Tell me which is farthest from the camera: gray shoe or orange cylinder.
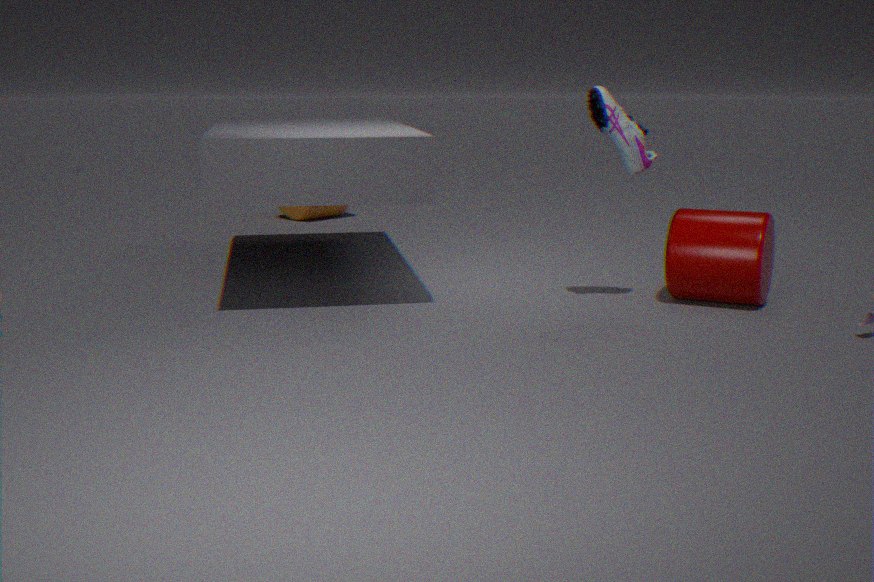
orange cylinder
